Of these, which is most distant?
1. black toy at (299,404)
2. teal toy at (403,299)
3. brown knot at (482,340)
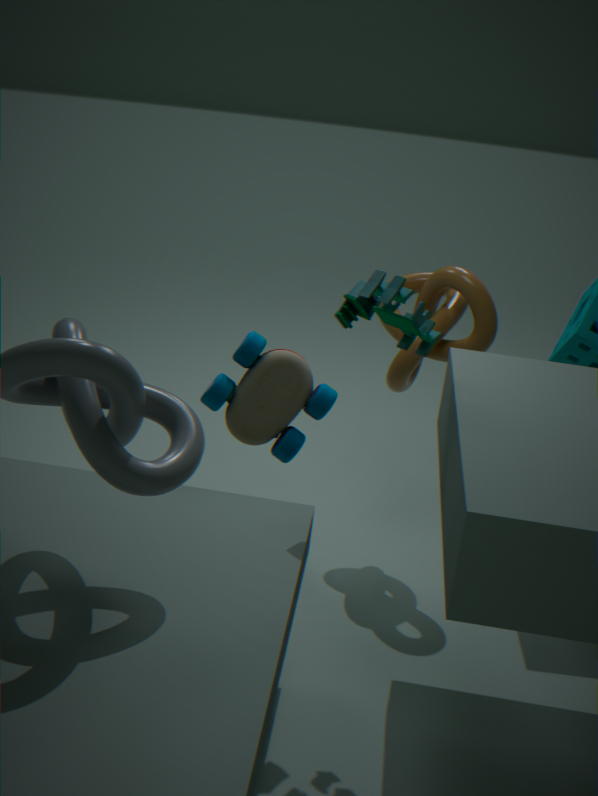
brown knot at (482,340)
